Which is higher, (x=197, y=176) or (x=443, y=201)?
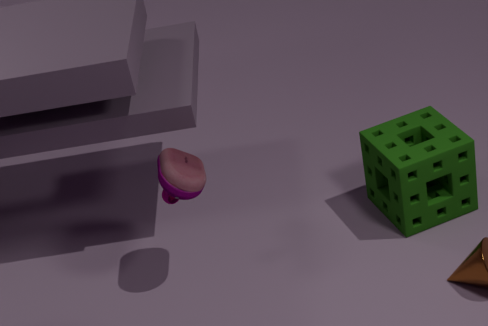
(x=197, y=176)
